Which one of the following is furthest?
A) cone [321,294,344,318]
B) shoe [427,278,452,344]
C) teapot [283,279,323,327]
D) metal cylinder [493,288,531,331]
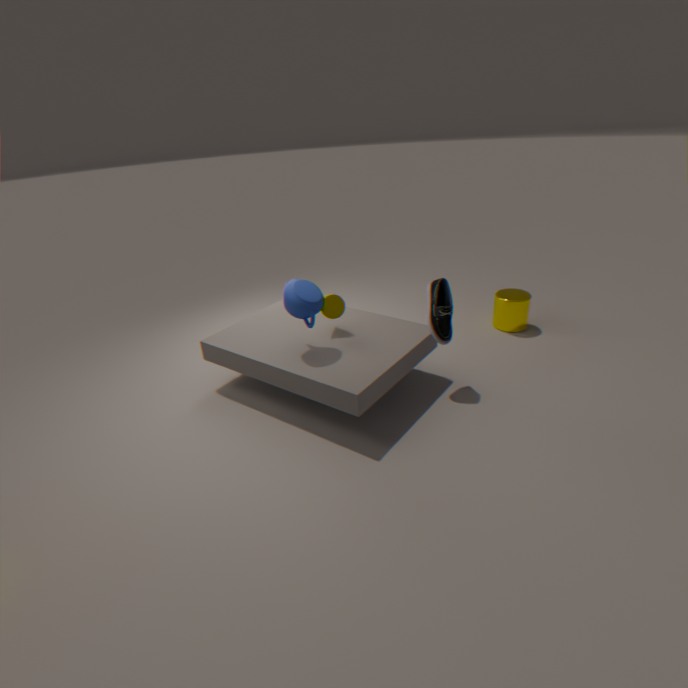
metal cylinder [493,288,531,331]
